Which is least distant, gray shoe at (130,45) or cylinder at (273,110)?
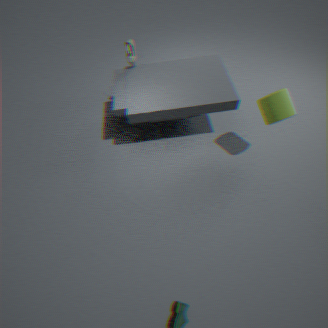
cylinder at (273,110)
